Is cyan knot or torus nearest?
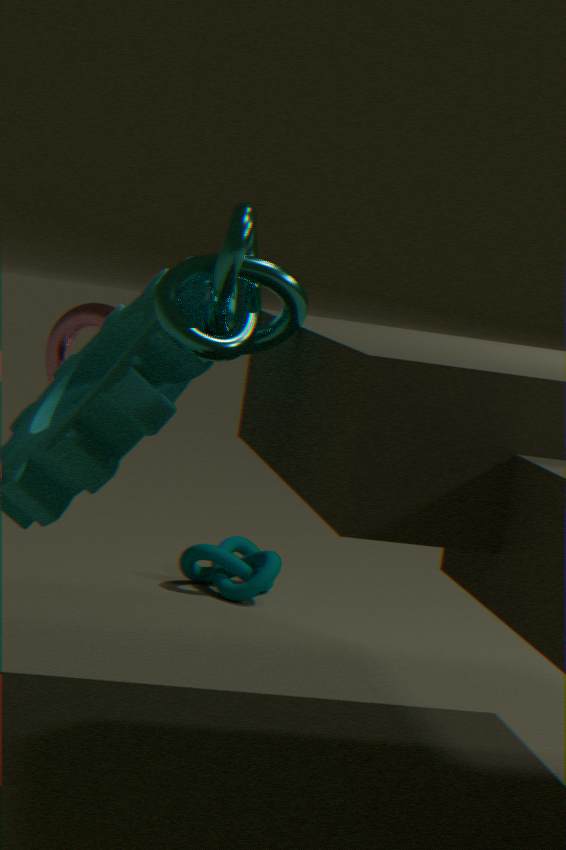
cyan knot
